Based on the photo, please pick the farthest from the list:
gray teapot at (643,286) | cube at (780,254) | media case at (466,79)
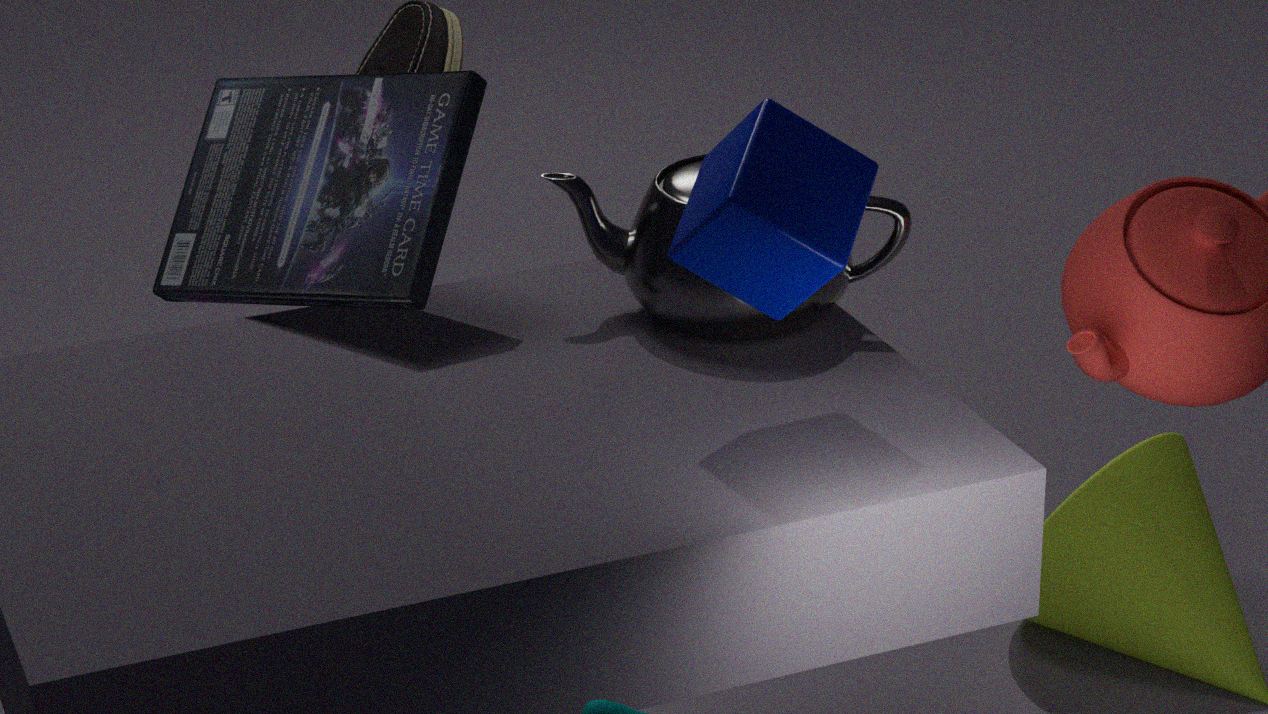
media case at (466,79)
